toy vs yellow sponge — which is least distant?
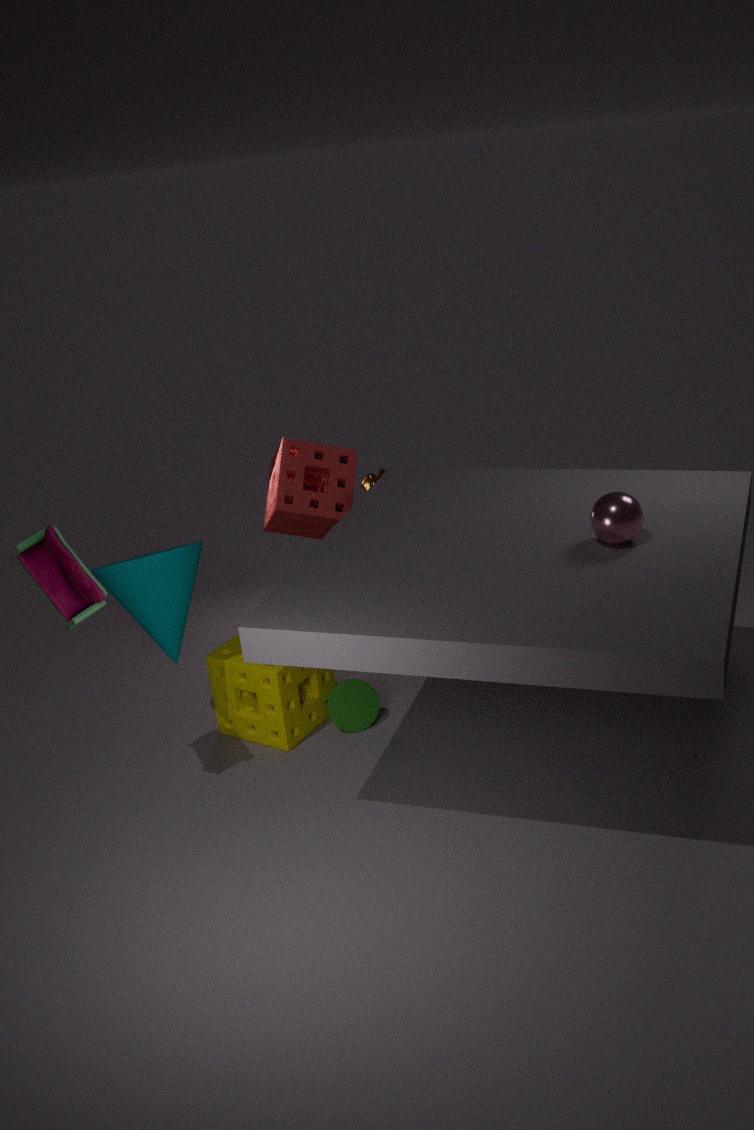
toy
